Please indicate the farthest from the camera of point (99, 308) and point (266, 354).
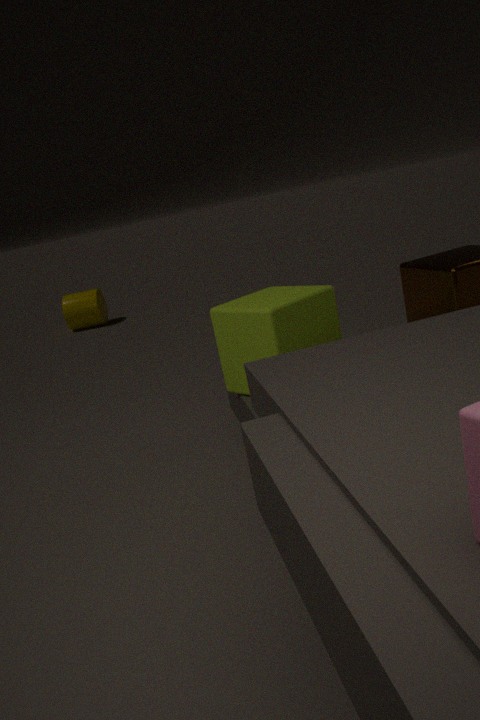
point (99, 308)
